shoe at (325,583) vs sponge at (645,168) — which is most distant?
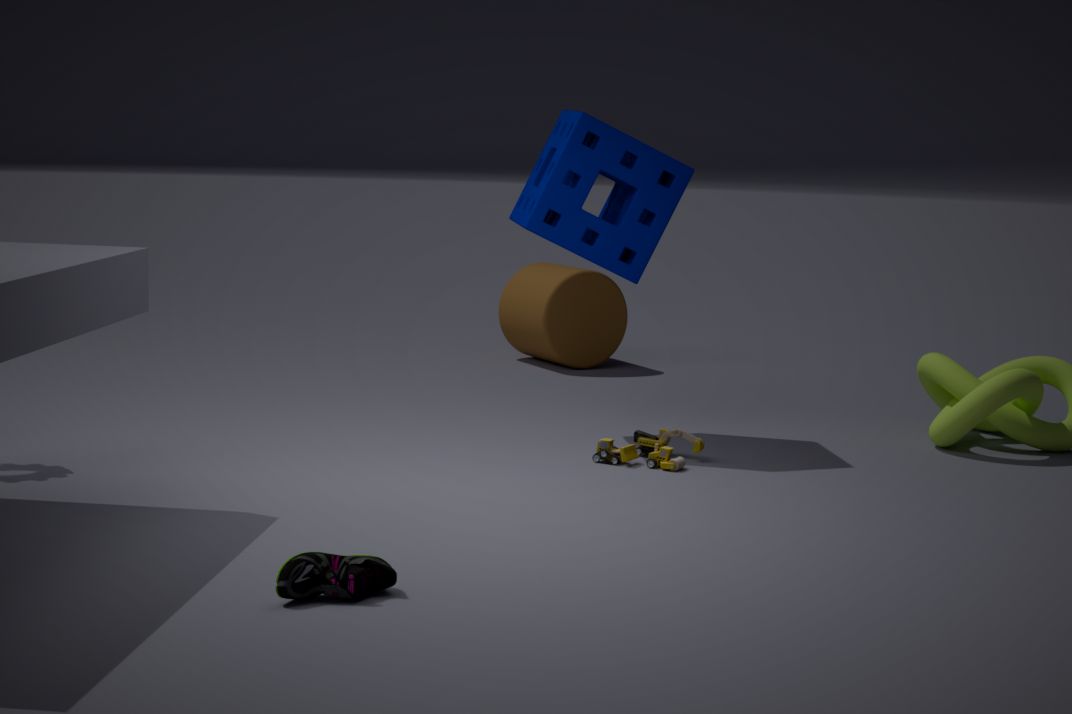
sponge at (645,168)
